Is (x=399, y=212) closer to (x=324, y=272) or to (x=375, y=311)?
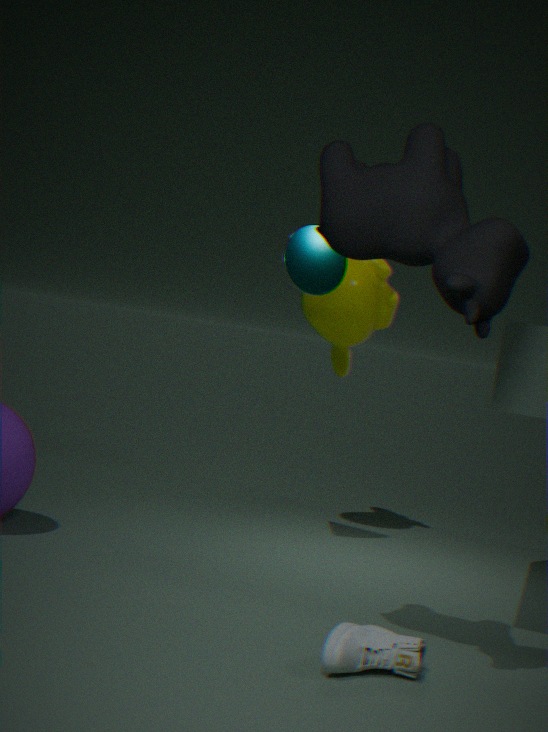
(x=324, y=272)
